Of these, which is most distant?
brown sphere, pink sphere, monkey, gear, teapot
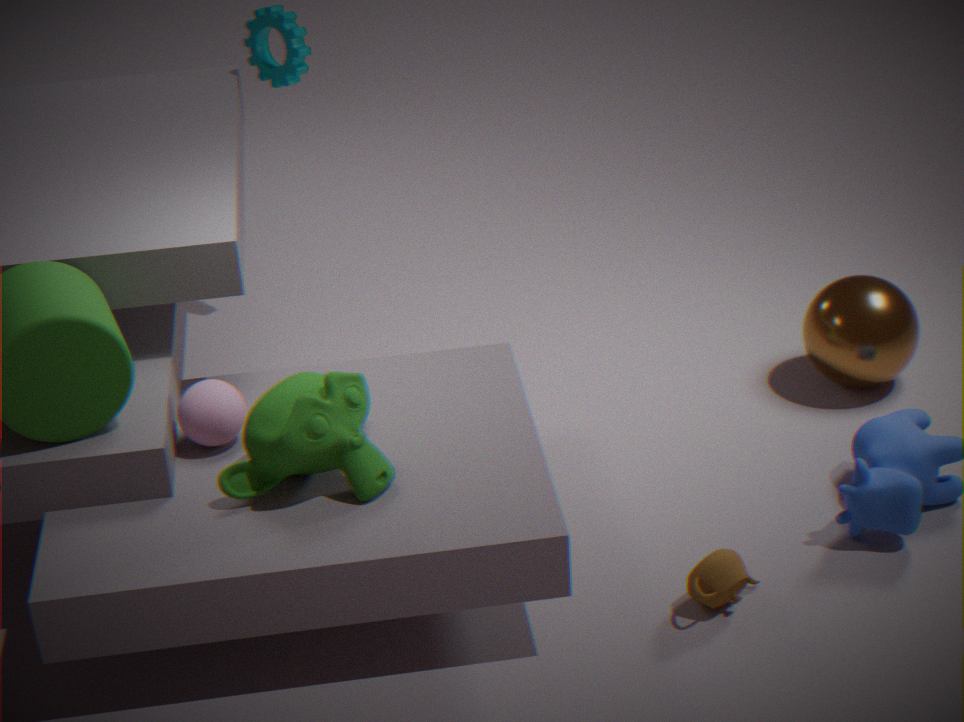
gear
